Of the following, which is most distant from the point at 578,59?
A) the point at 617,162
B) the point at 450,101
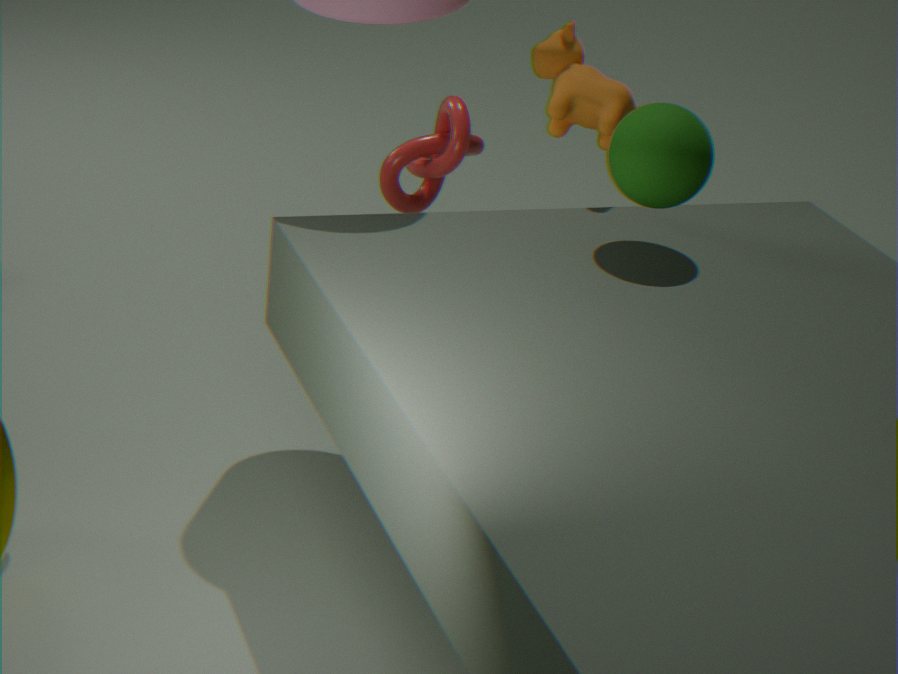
the point at 450,101
